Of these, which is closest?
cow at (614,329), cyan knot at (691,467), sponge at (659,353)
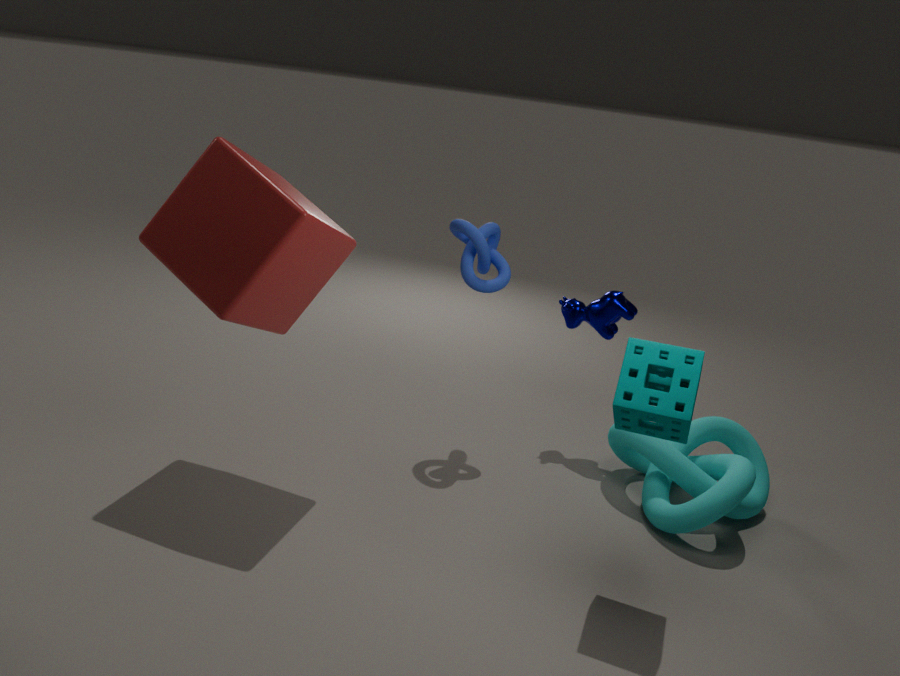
sponge at (659,353)
